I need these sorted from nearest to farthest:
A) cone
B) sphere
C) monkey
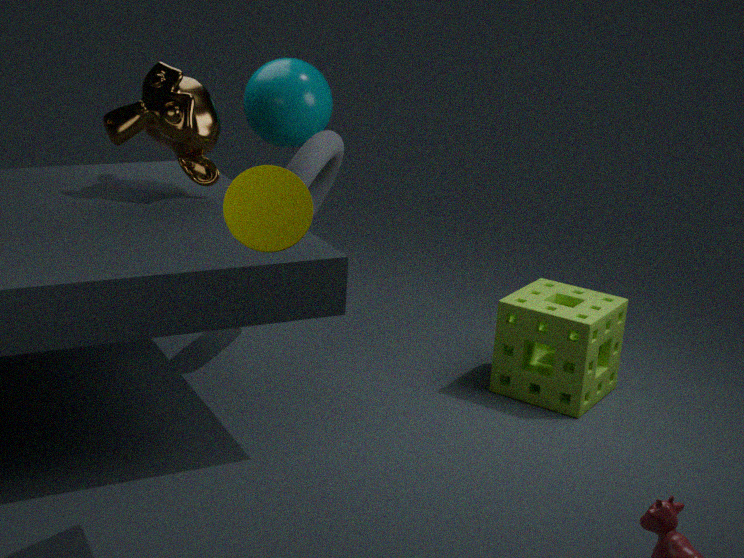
cone → monkey → sphere
